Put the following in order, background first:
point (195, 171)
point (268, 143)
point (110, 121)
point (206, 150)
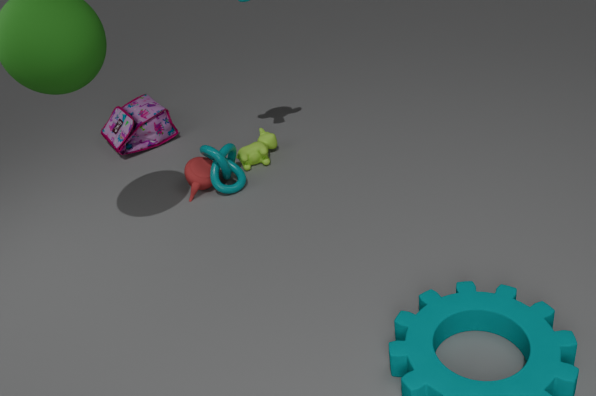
point (110, 121) < point (268, 143) < point (195, 171) < point (206, 150)
